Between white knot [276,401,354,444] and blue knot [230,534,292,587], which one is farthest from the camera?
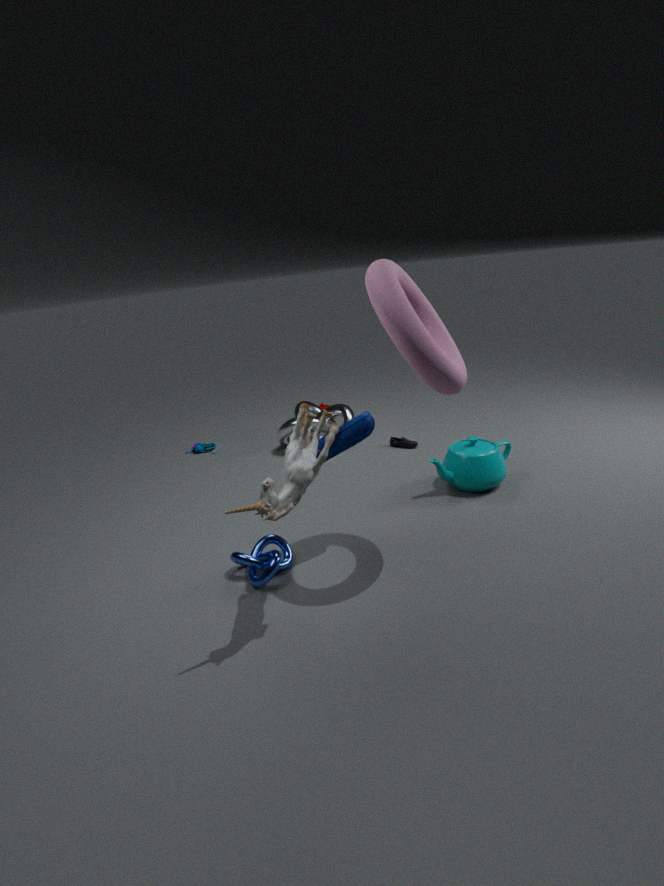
white knot [276,401,354,444]
